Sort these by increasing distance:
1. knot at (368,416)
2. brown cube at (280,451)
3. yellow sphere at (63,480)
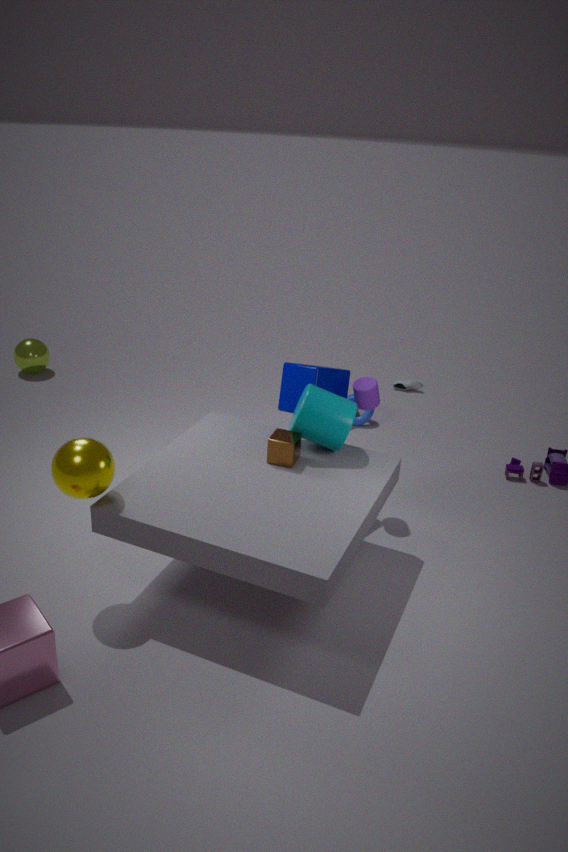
yellow sphere at (63,480), brown cube at (280,451), knot at (368,416)
